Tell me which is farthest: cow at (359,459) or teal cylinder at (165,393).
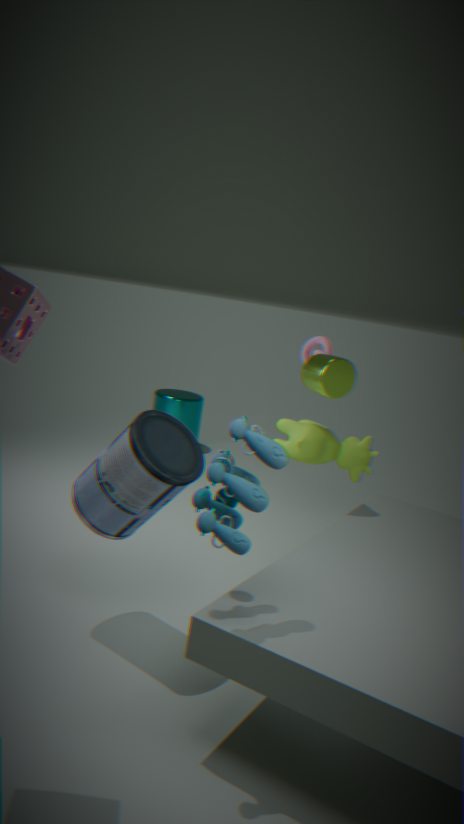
teal cylinder at (165,393)
